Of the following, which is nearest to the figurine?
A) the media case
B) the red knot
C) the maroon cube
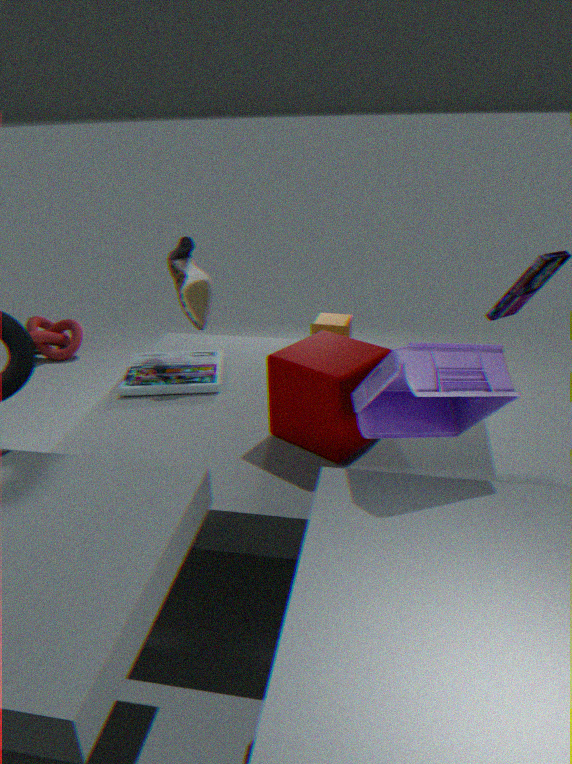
the maroon cube
